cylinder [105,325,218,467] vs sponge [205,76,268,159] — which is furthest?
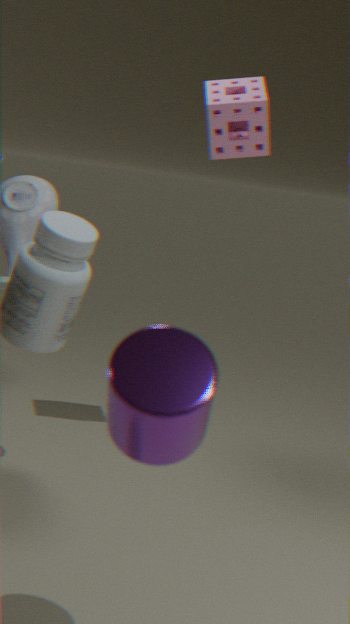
sponge [205,76,268,159]
